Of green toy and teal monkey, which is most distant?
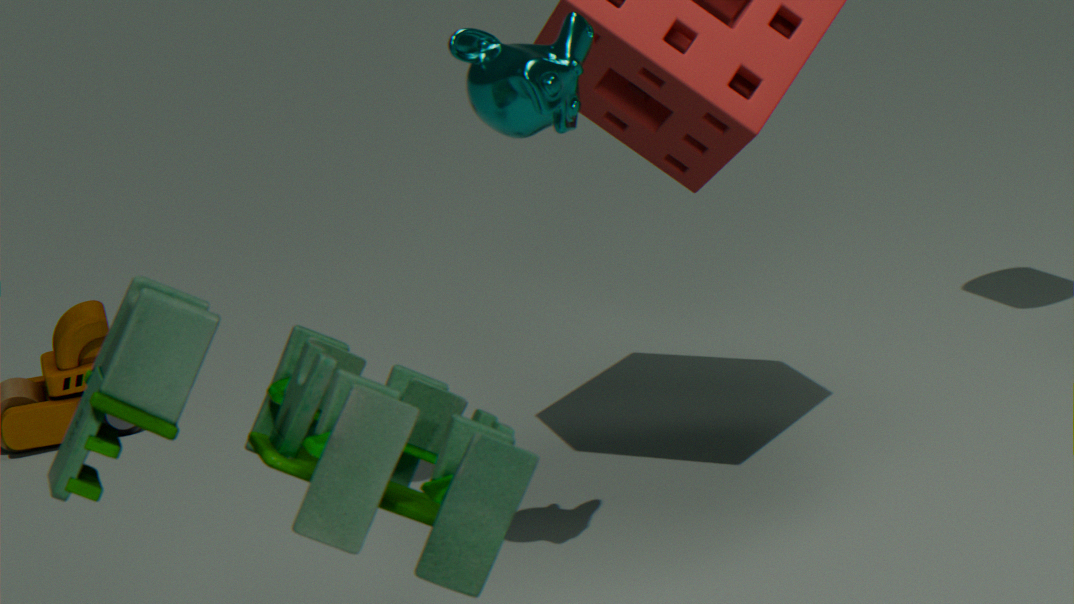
teal monkey
